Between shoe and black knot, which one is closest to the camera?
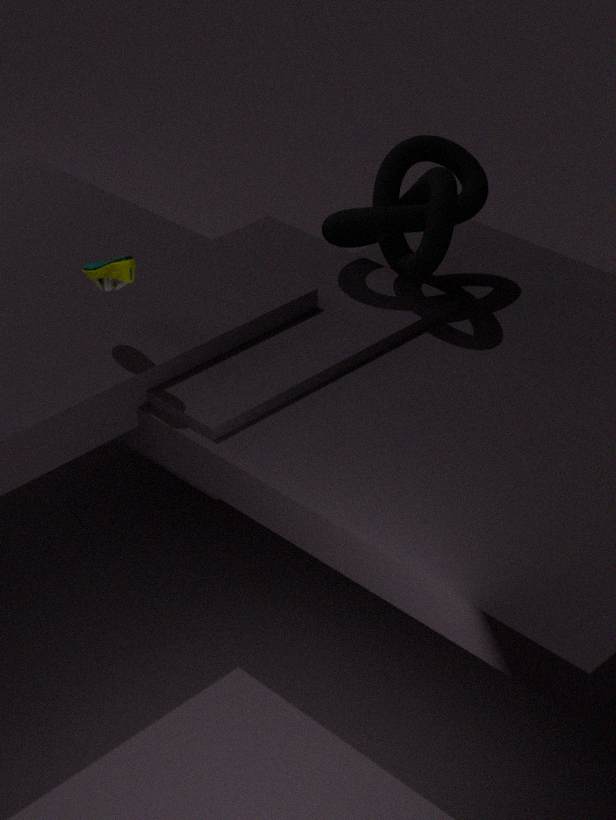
shoe
